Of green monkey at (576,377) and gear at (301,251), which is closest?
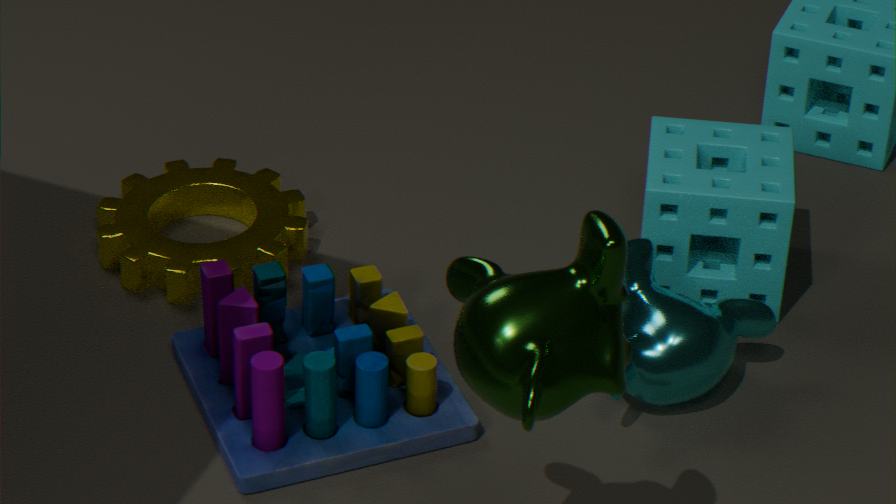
green monkey at (576,377)
